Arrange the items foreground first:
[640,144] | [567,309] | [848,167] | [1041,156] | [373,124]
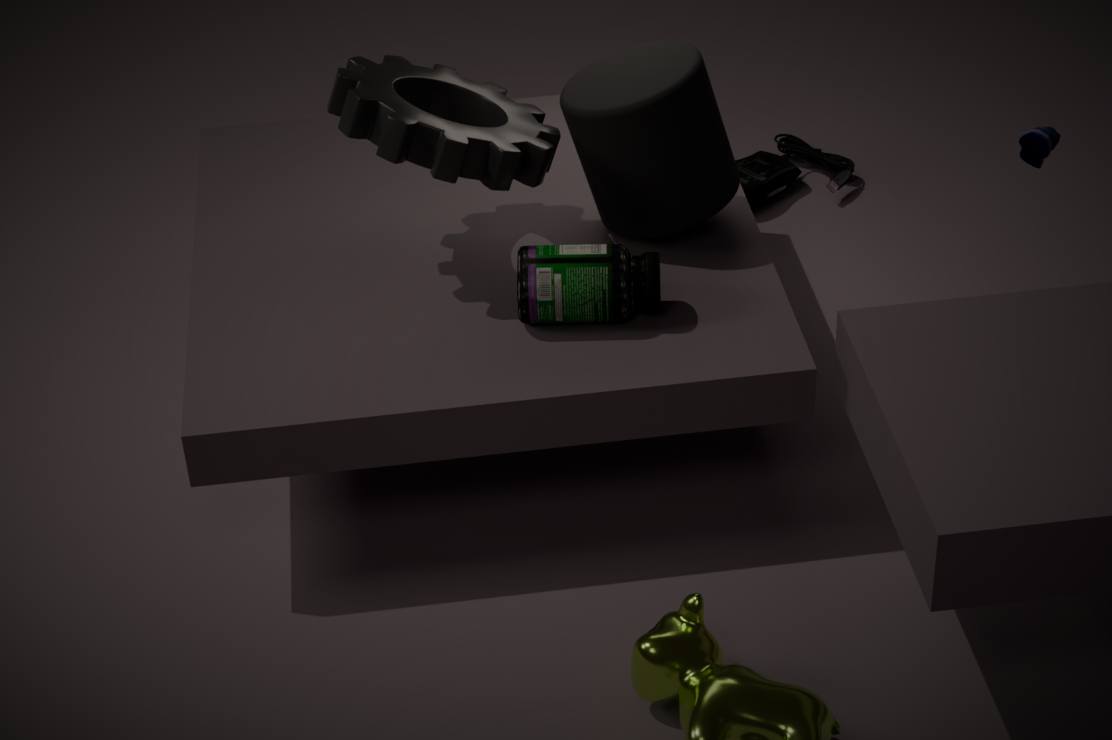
[567,309] → [373,124] → [640,144] → [1041,156] → [848,167]
